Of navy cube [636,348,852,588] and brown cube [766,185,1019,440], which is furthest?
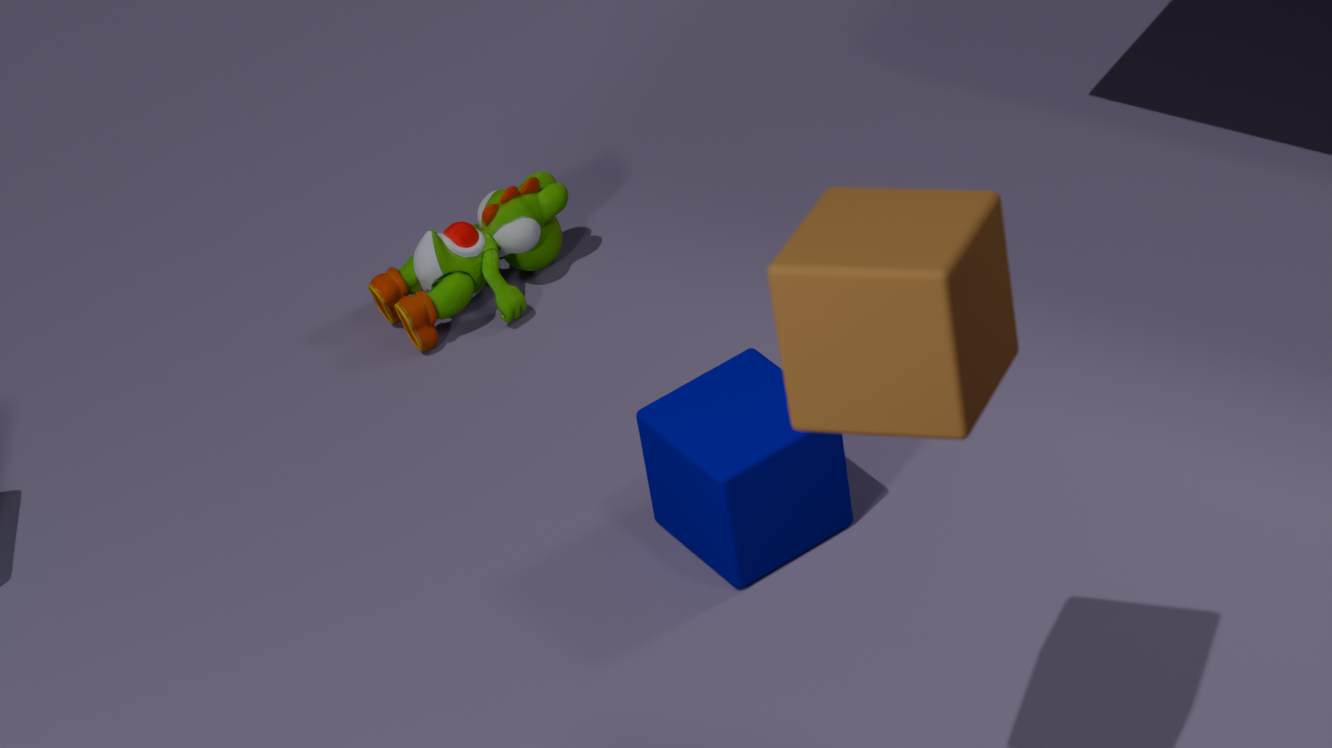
navy cube [636,348,852,588]
